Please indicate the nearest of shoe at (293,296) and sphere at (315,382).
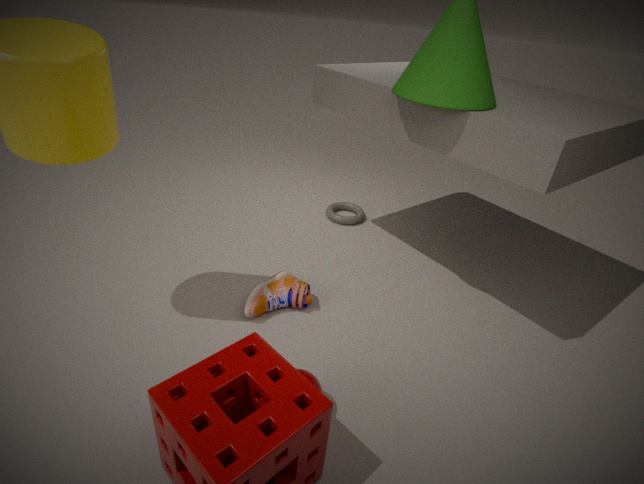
sphere at (315,382)
